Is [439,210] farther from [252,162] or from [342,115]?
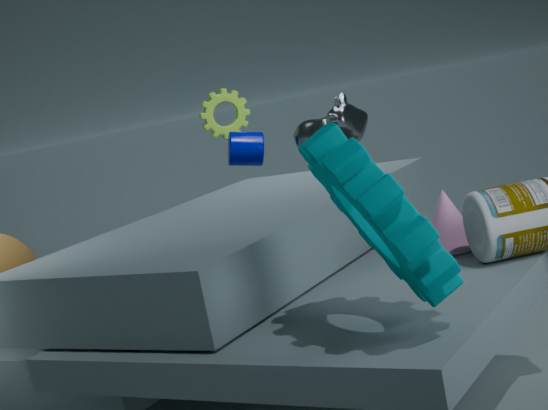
[252,162]
